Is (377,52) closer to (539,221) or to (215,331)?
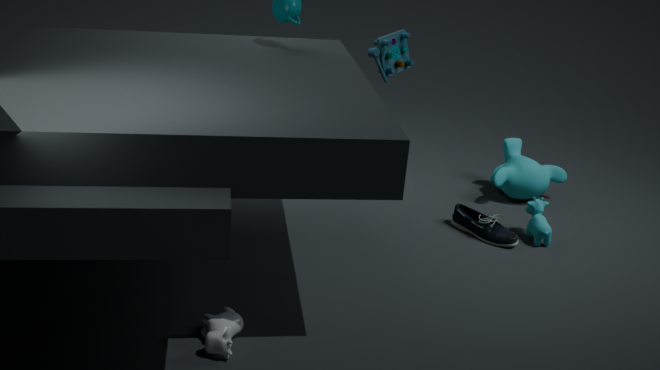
(539,221)
